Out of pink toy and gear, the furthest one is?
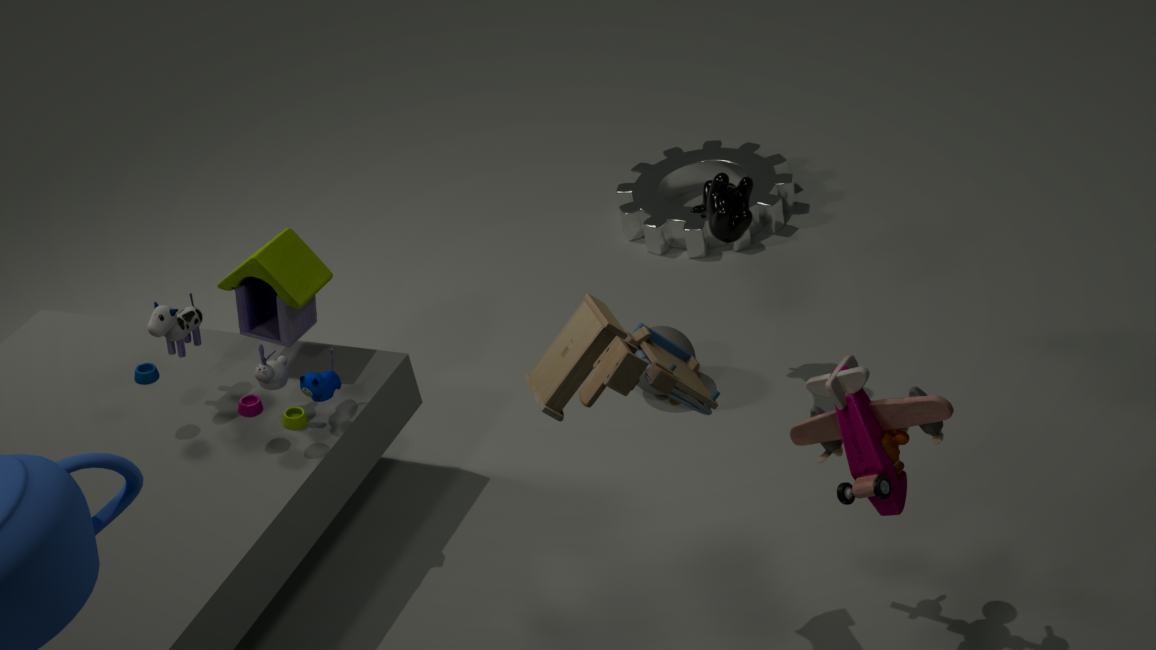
gear
